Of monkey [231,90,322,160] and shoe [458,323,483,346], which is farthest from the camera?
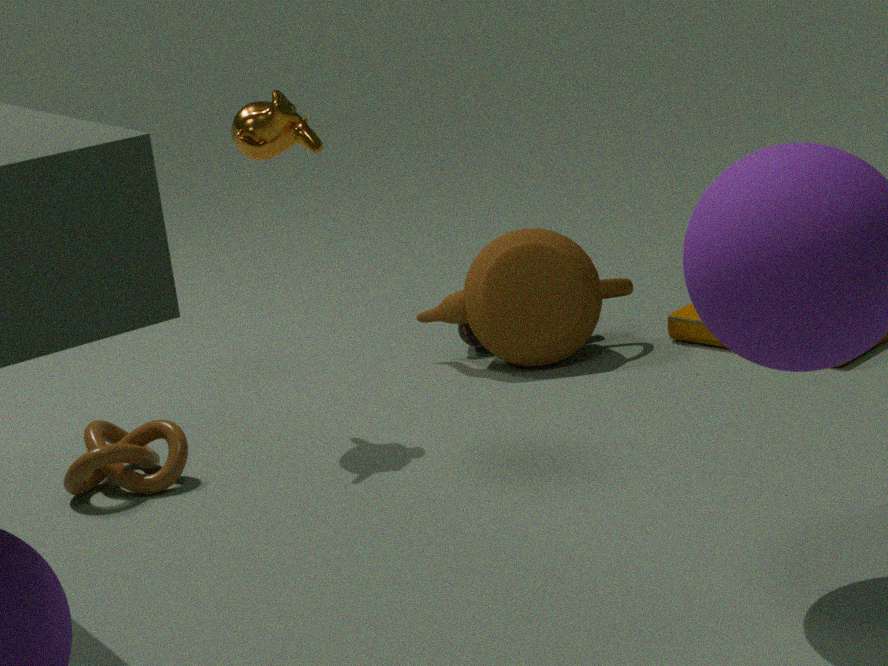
shoe [458,323,483,346]
